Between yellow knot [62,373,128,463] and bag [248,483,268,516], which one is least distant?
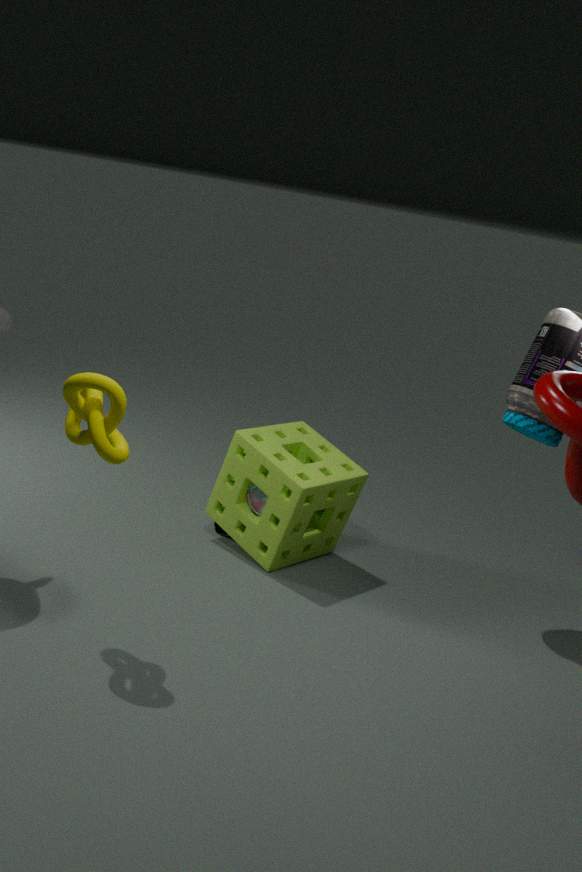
yellow knot [62,373,128,463]
